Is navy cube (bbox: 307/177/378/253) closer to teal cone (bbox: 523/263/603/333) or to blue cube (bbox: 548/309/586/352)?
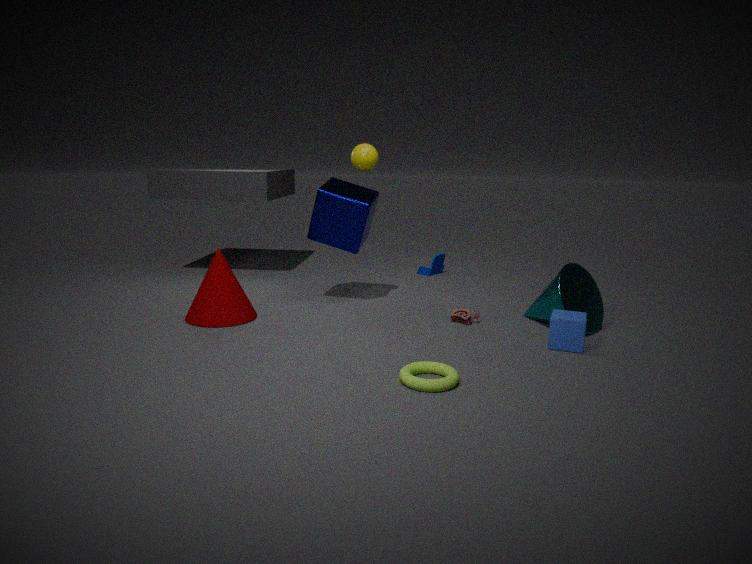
teal cone (bbox: 523/263/603/333)
